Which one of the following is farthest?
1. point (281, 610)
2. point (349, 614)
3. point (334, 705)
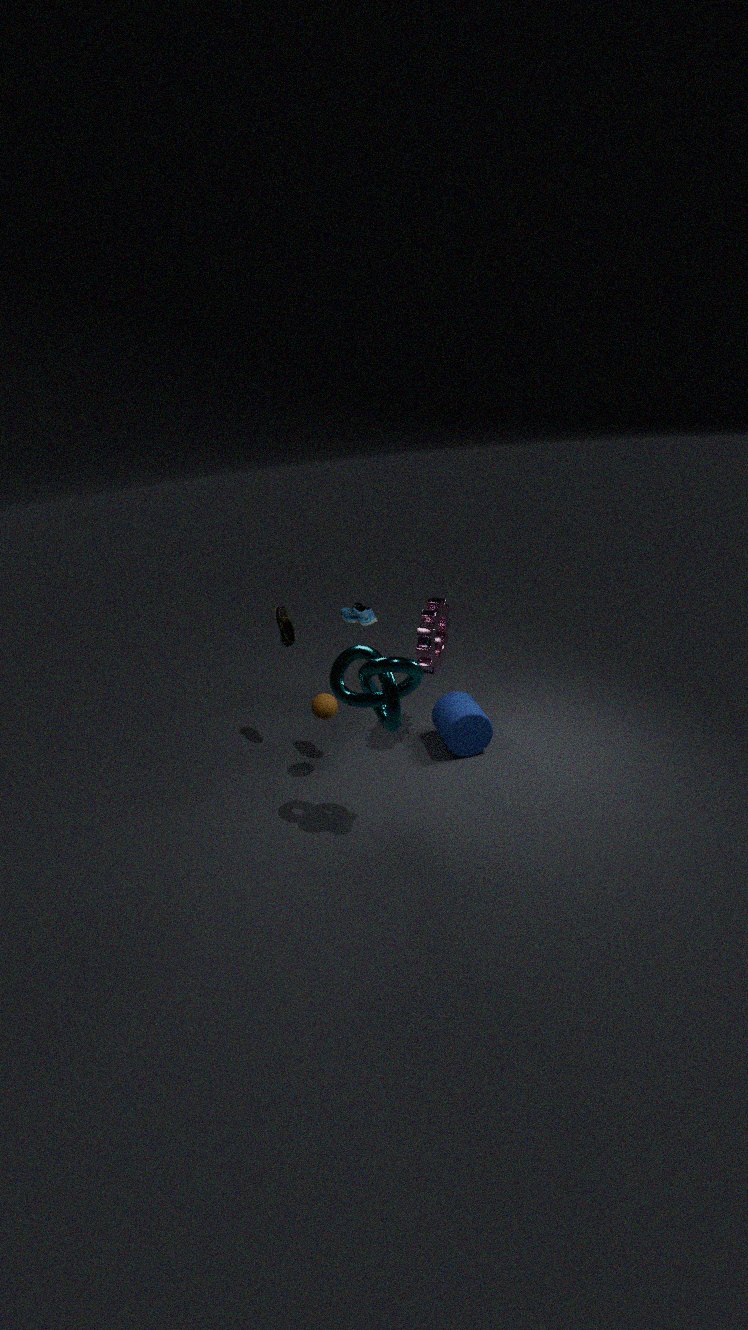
point (281, 610)
